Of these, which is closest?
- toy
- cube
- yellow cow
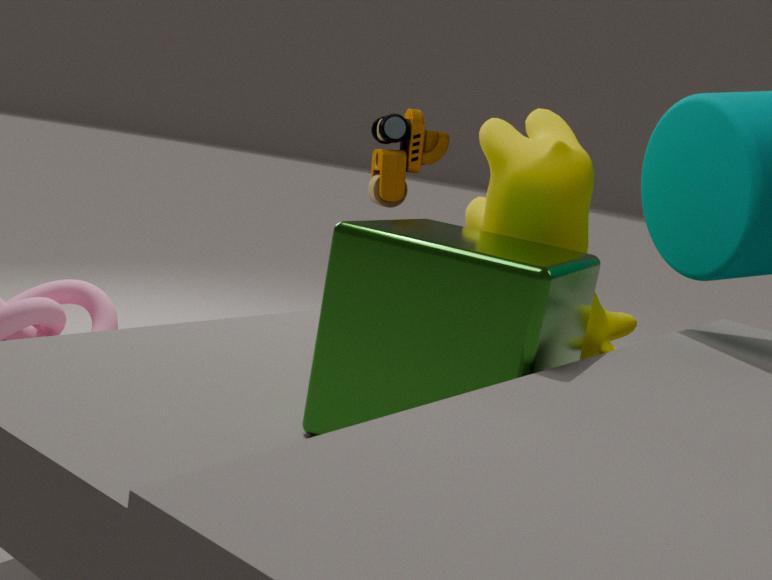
cube
